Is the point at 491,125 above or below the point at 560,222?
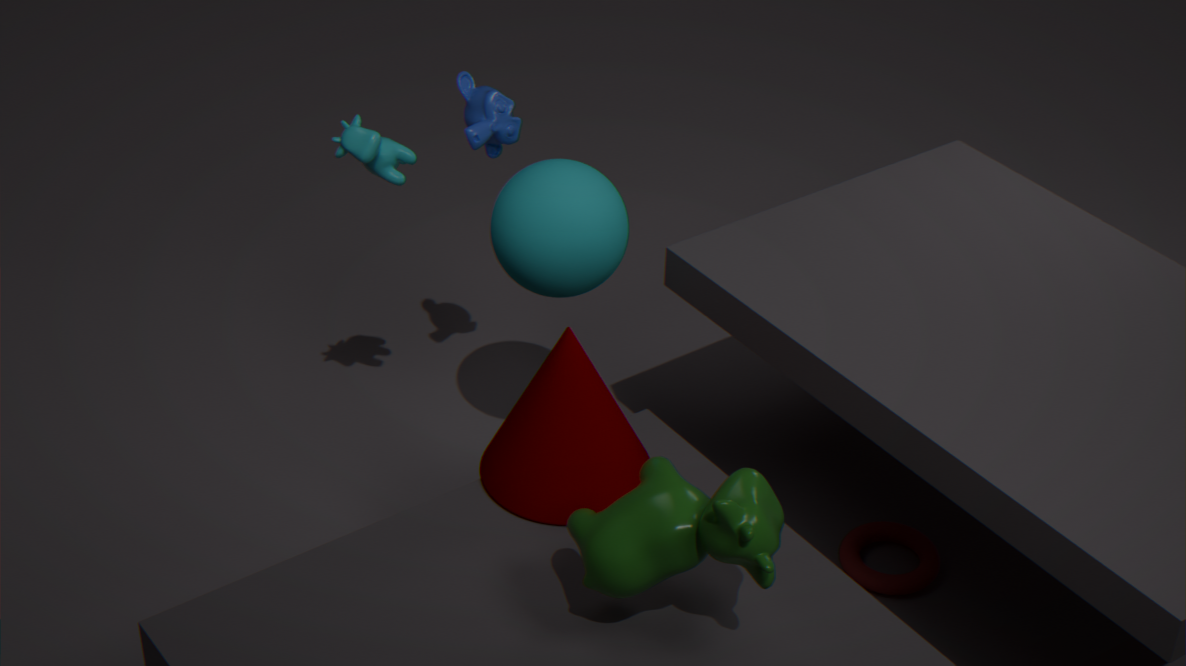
above
